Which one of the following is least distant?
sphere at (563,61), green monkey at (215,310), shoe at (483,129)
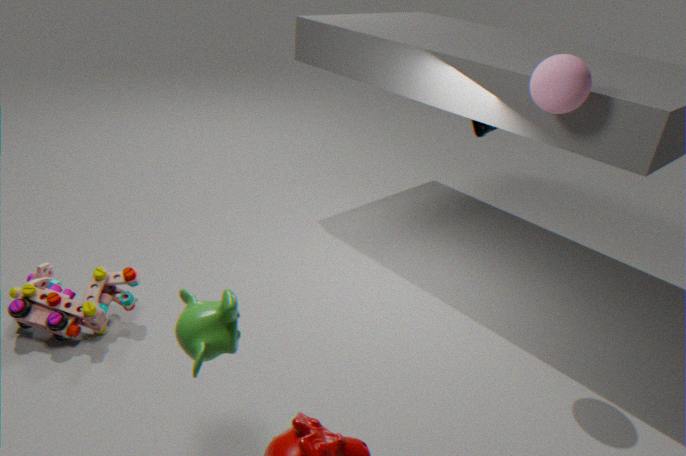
green monkey at (215,310)
